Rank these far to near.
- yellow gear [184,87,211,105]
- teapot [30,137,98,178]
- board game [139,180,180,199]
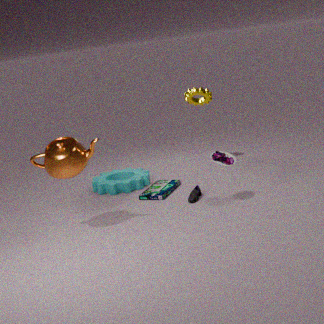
A: yellow gear [184,87,211,105]
board game [139,180,180,199]
teapot [30,137,98,178]
